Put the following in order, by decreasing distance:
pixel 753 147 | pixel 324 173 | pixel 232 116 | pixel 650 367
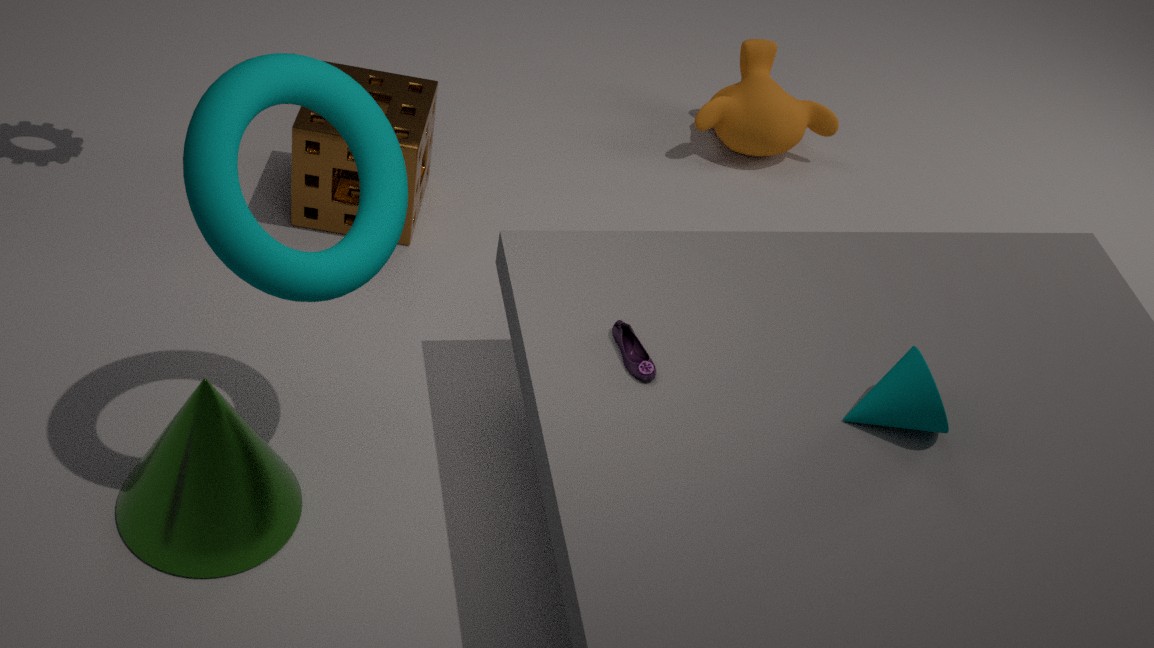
pixel 753 147 → pixel 324 173 → pixel 650 367 → pixel 232 116
